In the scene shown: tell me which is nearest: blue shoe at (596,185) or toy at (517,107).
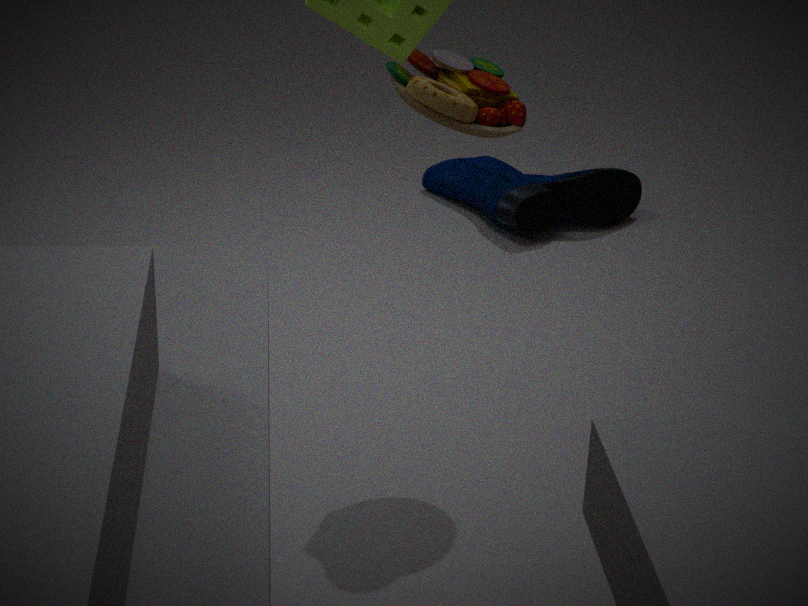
toy at (517,107)
